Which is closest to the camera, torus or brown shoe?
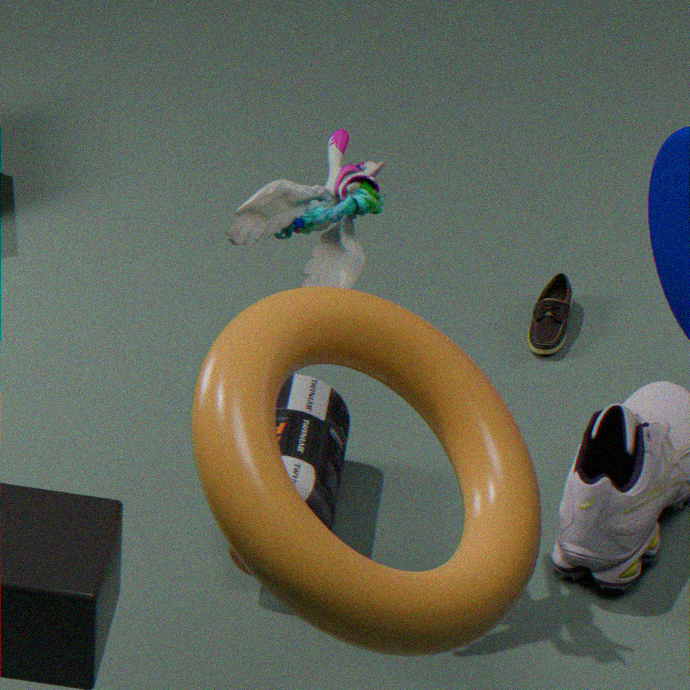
torus
